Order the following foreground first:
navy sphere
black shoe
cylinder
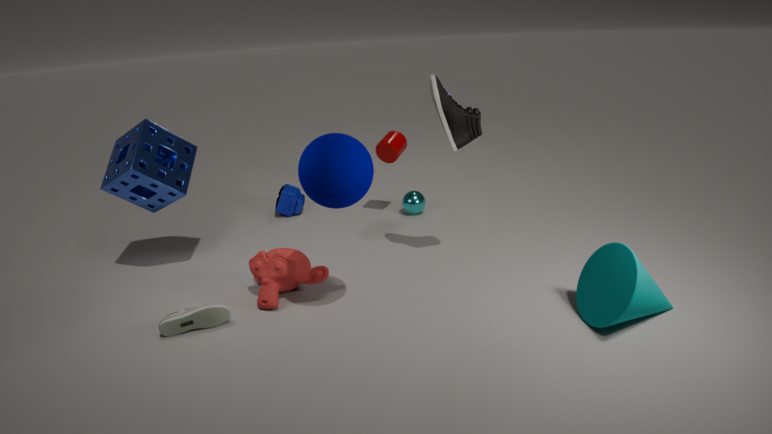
navy sphere
black shoe
cylinder
